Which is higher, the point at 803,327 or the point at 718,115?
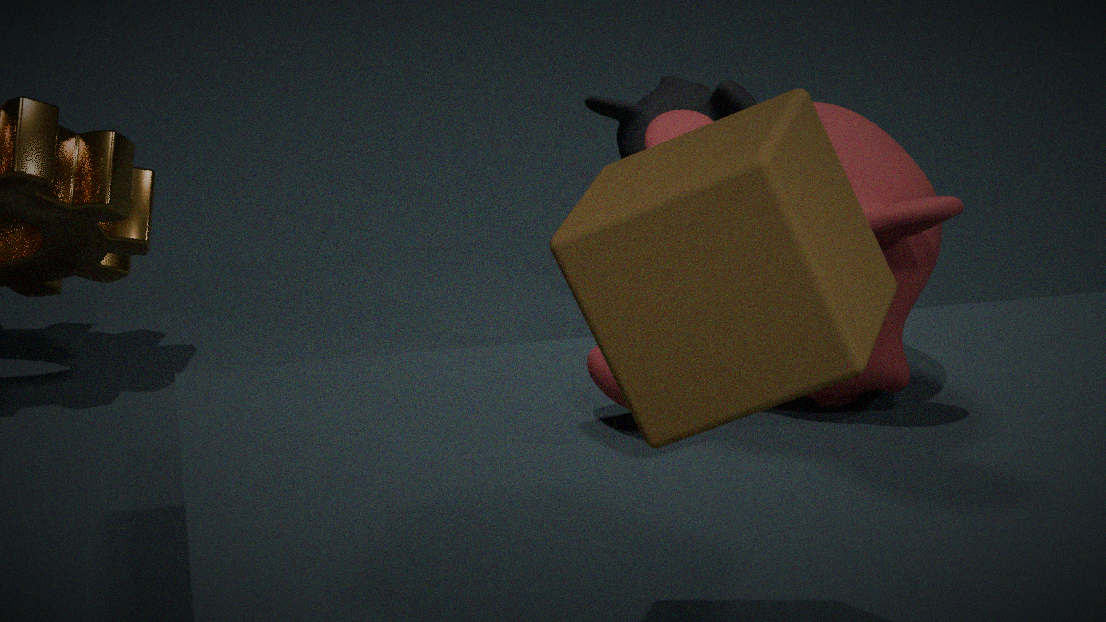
the point at 803,327
